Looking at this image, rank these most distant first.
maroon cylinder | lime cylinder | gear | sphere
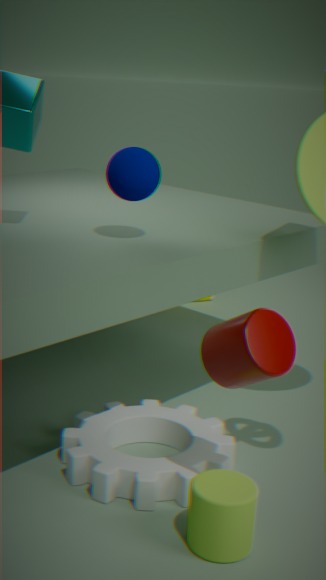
sphere → gear → lime cylinder → maroon cylinder
